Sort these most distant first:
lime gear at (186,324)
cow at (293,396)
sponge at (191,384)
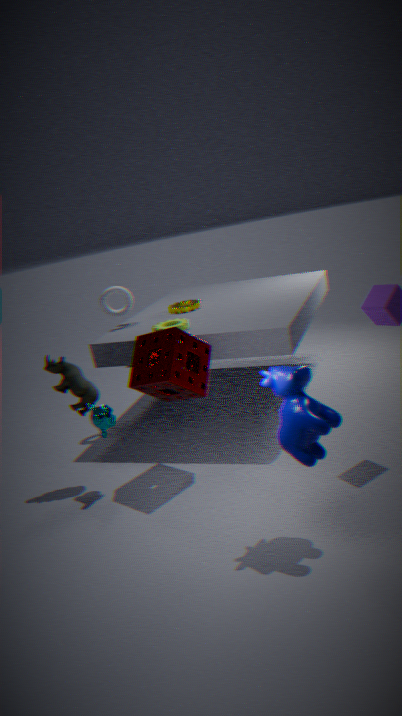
1. lime gear at (186,324)
2. sponge at (191,384)
3. cow at (293,396)
